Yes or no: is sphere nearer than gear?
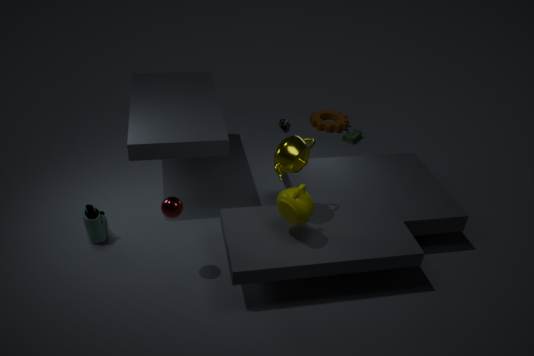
Yes
